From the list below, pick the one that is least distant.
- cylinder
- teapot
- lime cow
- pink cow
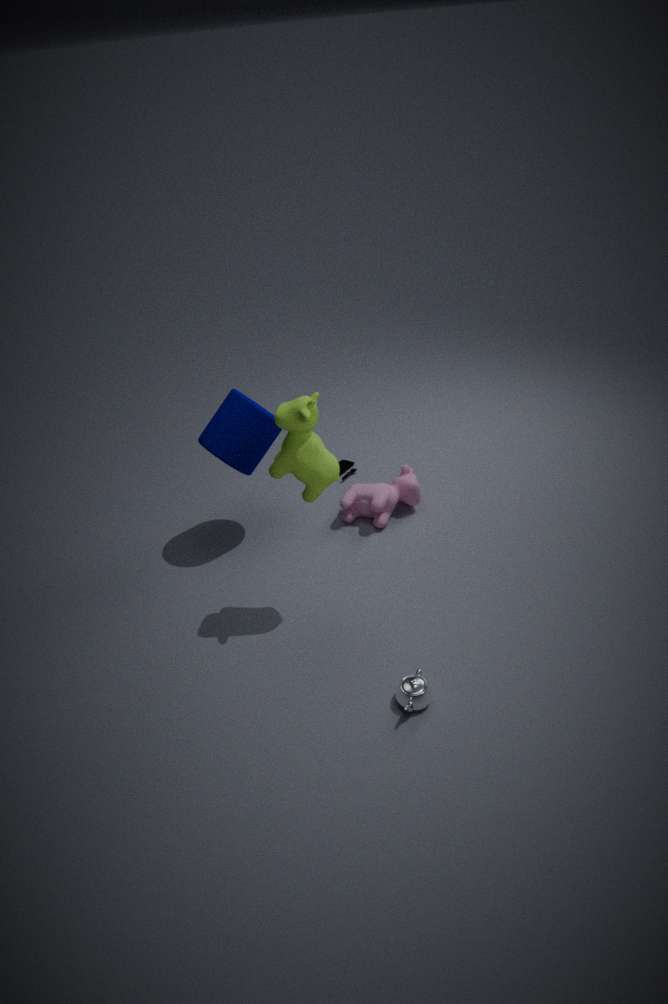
teapot
